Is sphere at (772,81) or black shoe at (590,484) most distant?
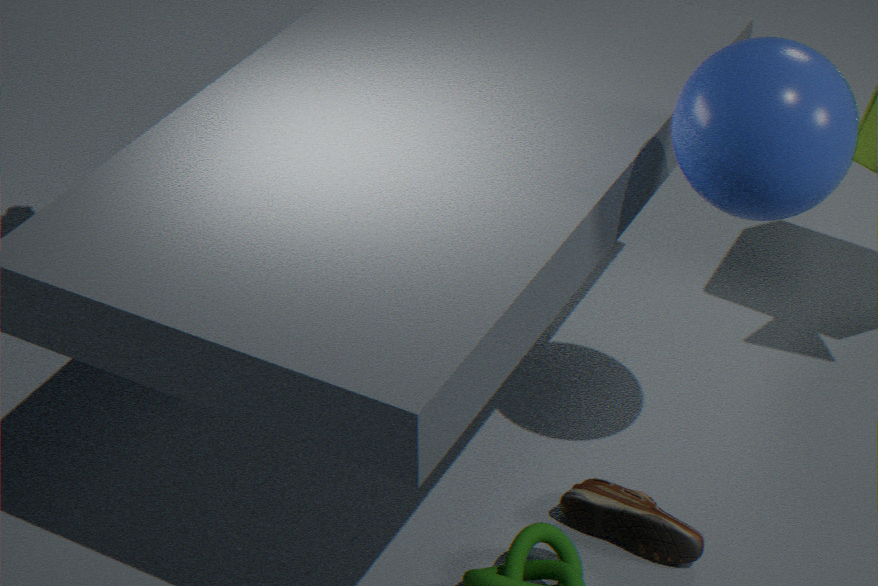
black shoe at (590,484)
